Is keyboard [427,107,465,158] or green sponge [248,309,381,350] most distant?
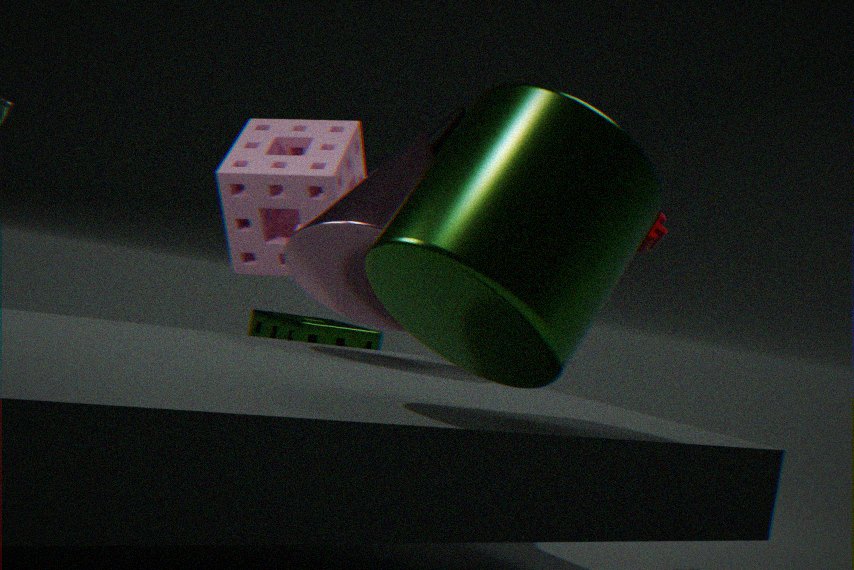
green sponge [248,309,381,350]
